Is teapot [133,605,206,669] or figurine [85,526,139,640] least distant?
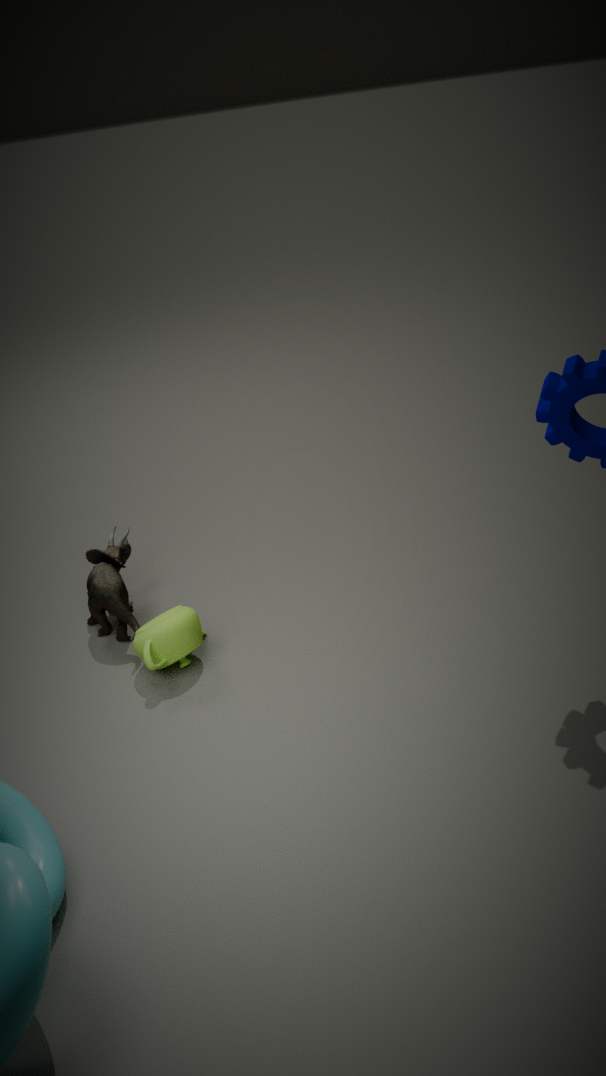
teapot [133,605,206,669]
